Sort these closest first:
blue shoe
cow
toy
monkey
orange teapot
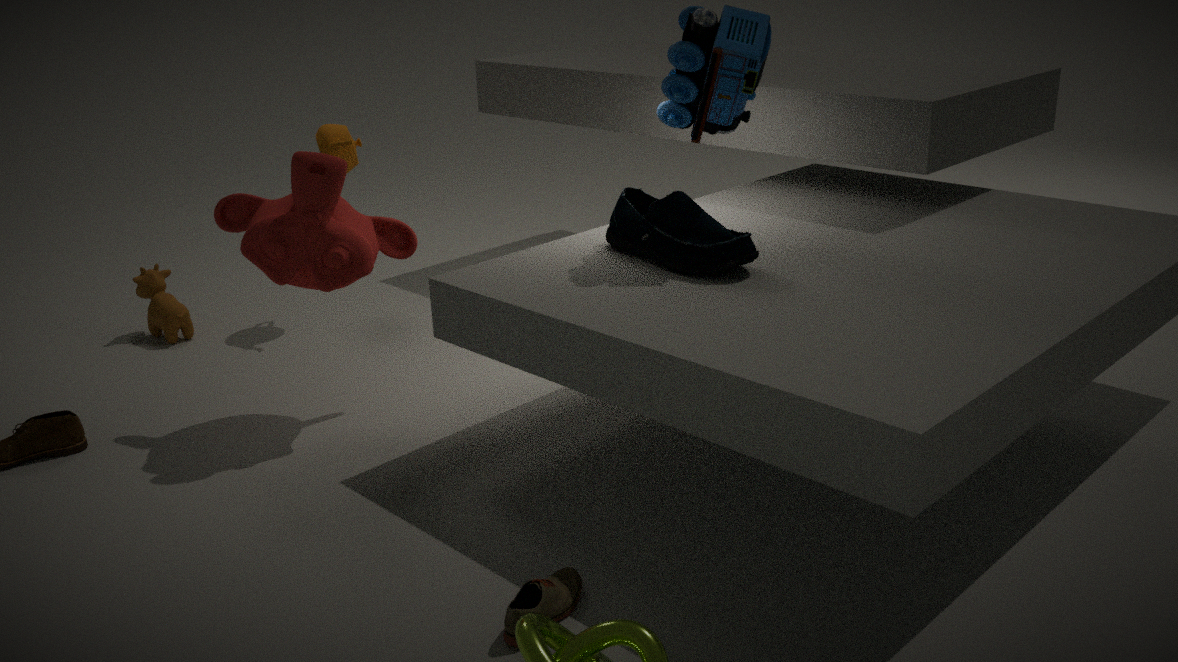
blue shoe
toy
monkey
orange teapot
cow
